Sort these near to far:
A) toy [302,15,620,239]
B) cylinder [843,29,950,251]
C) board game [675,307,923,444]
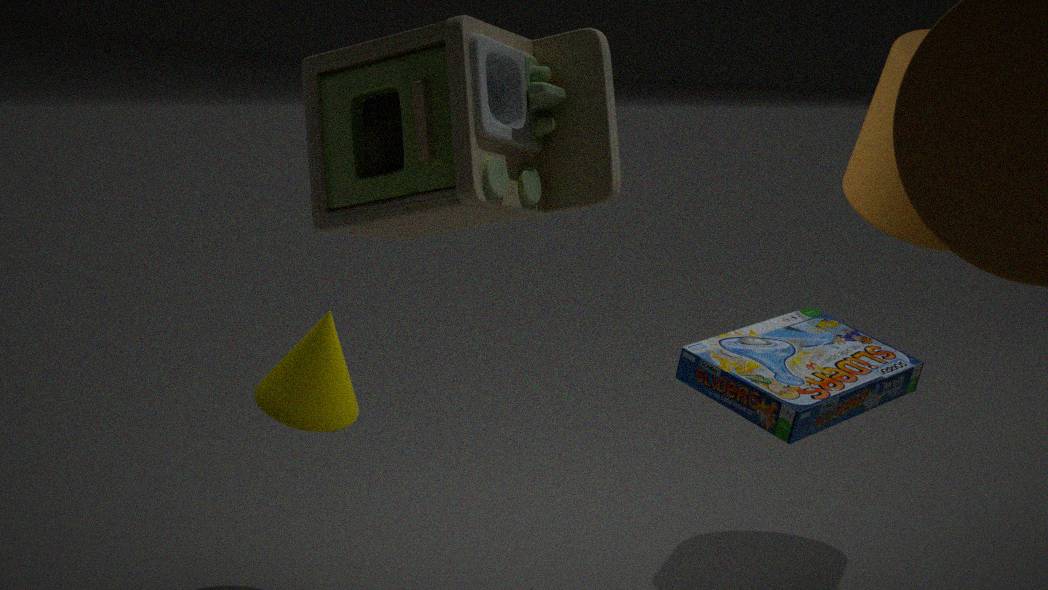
1. toy [302,15,620,239]
2. board game [675,307,923,444]
3. cylinder [843,29,950,251]
